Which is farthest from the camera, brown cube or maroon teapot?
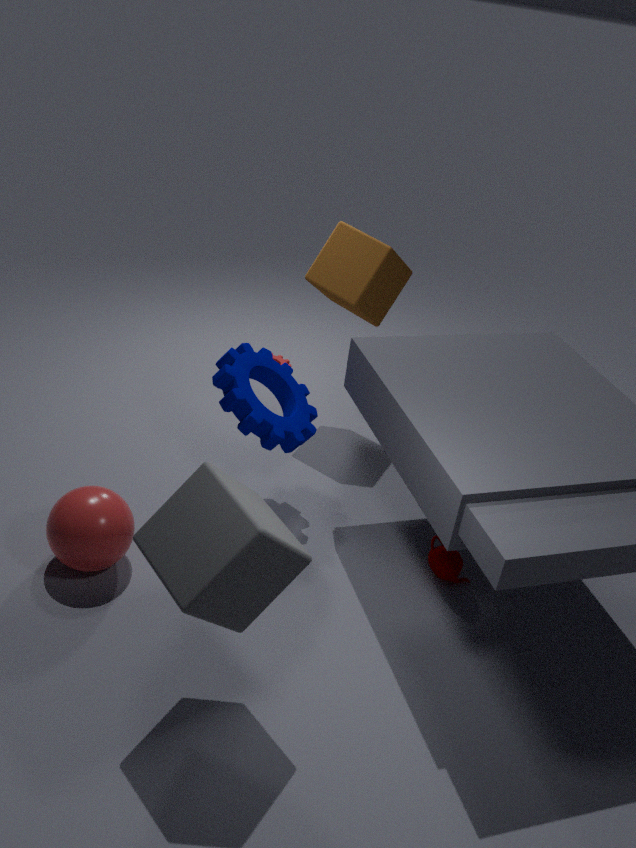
brown cube
